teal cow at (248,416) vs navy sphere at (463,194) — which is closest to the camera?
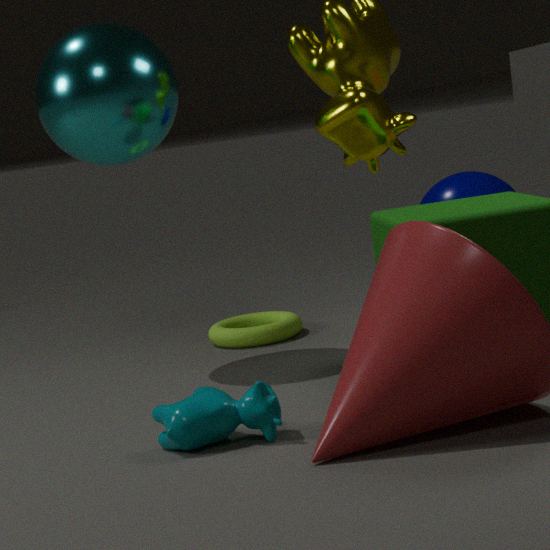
teal cow at (248,416)
